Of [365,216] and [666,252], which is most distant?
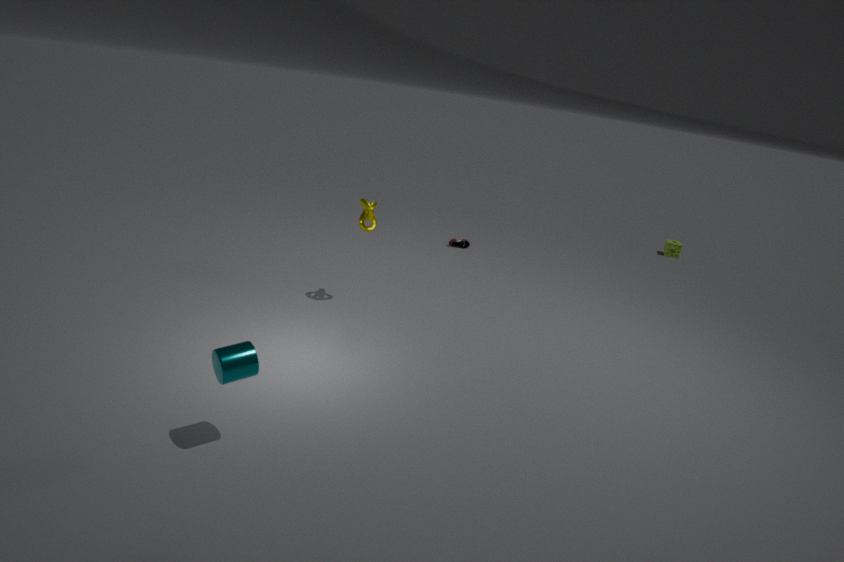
[666,252]
